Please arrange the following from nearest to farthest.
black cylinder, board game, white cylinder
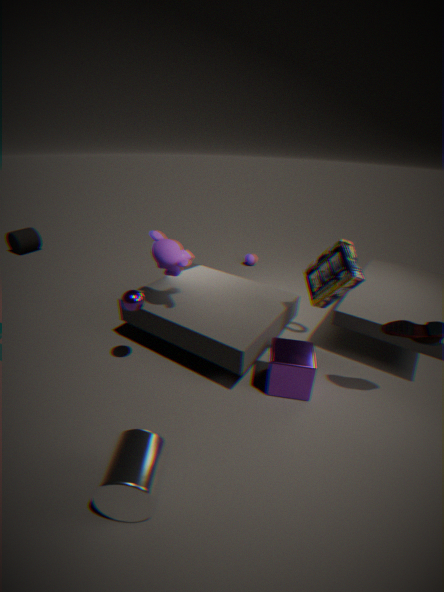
white cylinder → board game → black cylinder
